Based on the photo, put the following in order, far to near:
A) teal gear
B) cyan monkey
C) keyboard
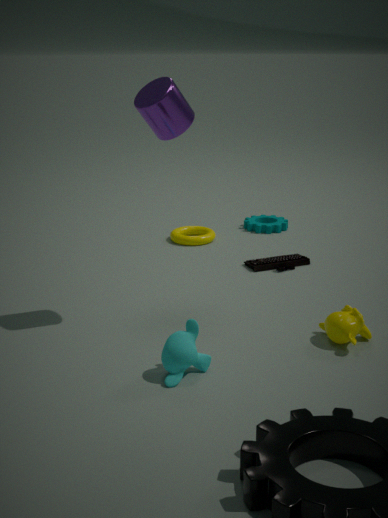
teal gear < keyboard < cyan monkey
